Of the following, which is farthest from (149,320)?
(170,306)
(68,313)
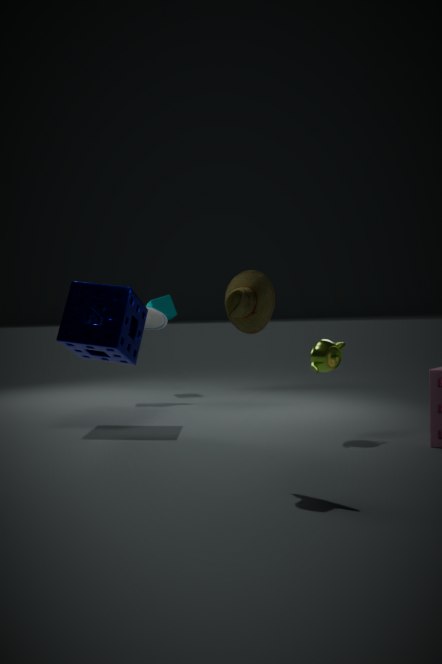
(68,313)
